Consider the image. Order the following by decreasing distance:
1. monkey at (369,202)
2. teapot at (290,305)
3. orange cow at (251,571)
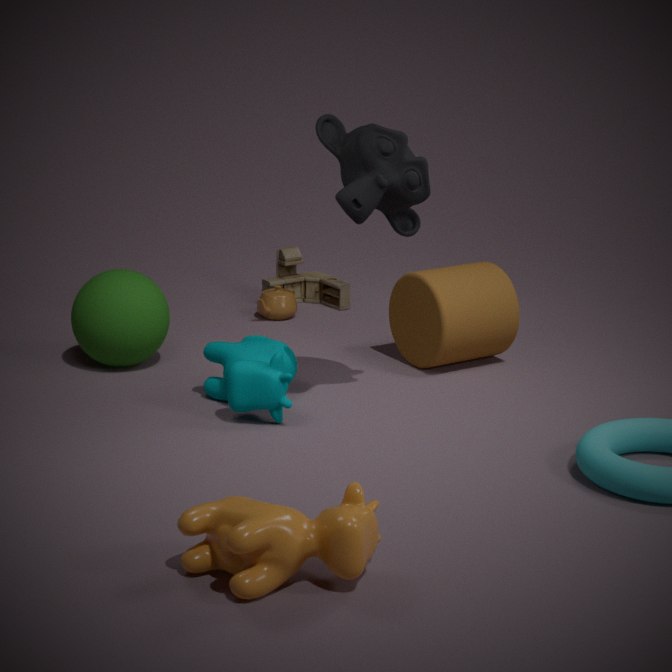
teapot at (290,305)
monkey at (369,202)
orange cow at (251,571)
